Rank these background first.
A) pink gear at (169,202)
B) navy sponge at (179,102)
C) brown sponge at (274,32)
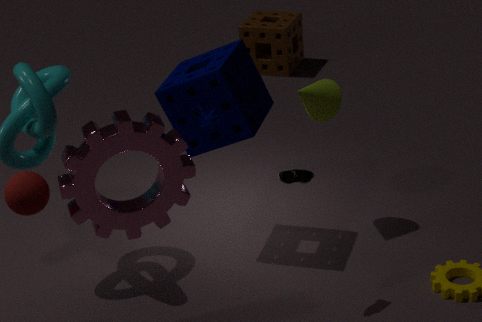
brown sponge at (274,32), navy sponge at (179,102), pink gear at (169,202)
